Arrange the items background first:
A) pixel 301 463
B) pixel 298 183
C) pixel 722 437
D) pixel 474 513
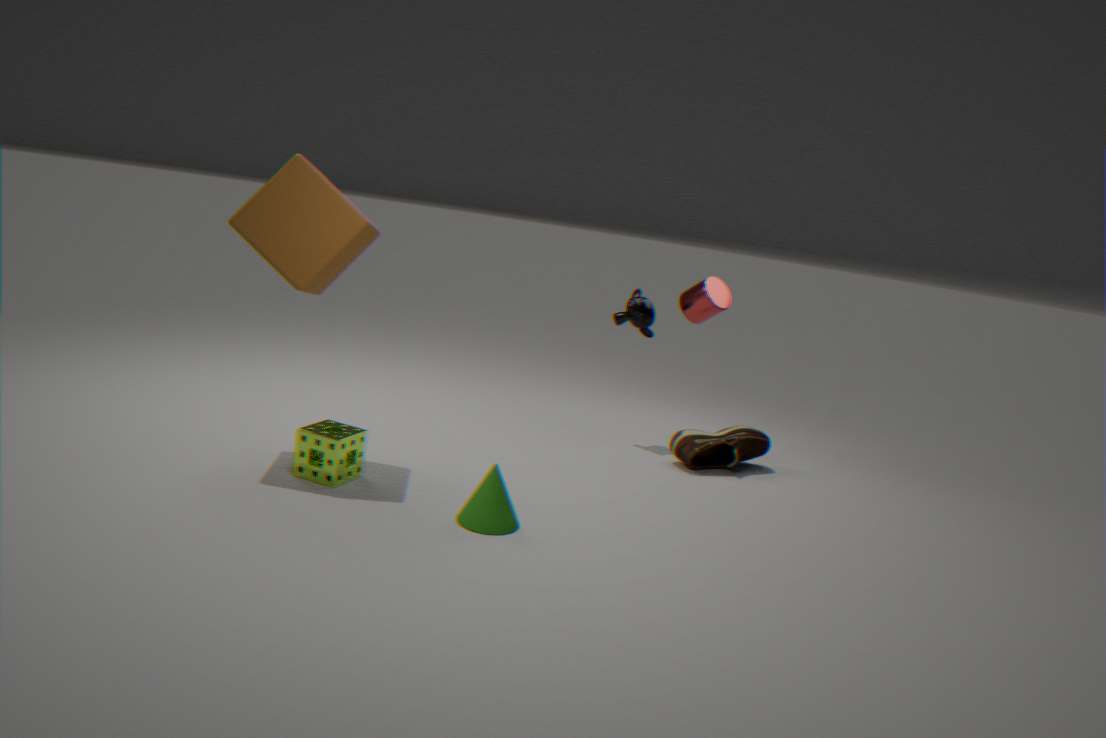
1. pixel 722 437
2. pixel 301 463
3. pixel 298 183
4. pixel 474 513
